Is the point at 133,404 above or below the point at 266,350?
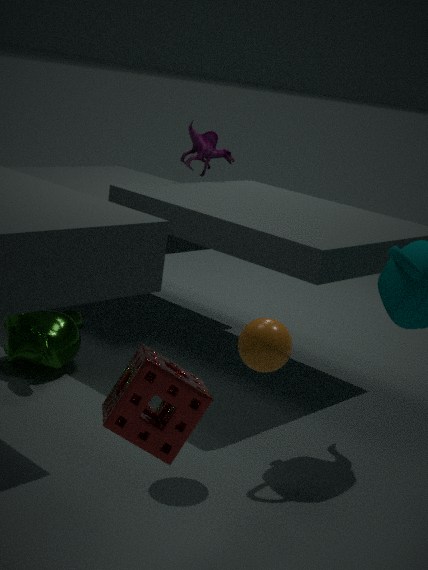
above
